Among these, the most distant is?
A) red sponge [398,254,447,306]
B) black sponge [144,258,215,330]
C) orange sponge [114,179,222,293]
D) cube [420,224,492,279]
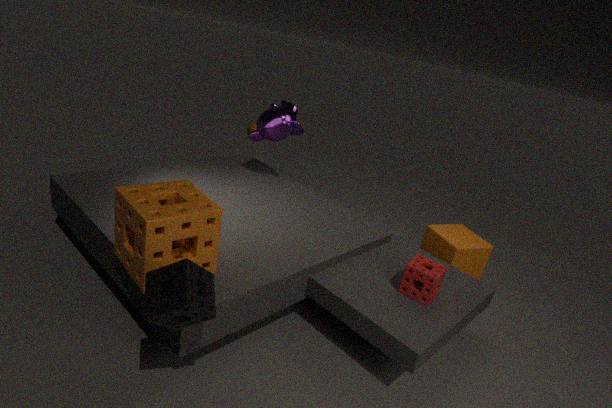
cube [420,224,492,279]
